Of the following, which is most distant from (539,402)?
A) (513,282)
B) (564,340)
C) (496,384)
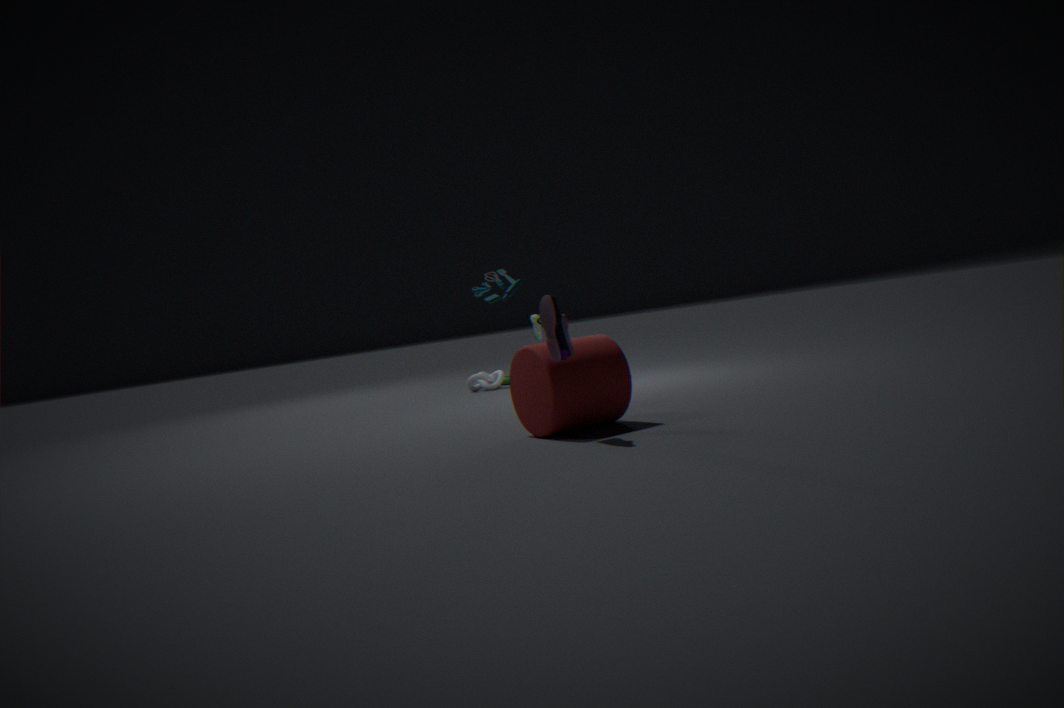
(496,384)
